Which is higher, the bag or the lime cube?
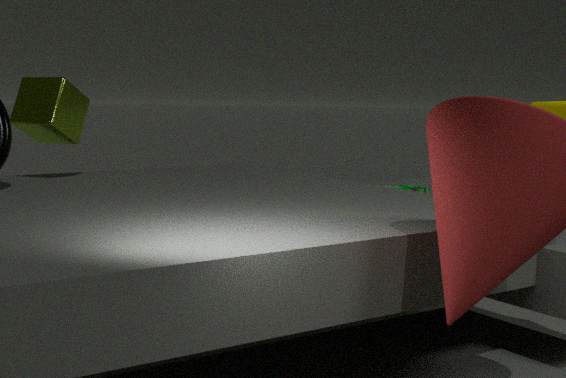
the lime cube
